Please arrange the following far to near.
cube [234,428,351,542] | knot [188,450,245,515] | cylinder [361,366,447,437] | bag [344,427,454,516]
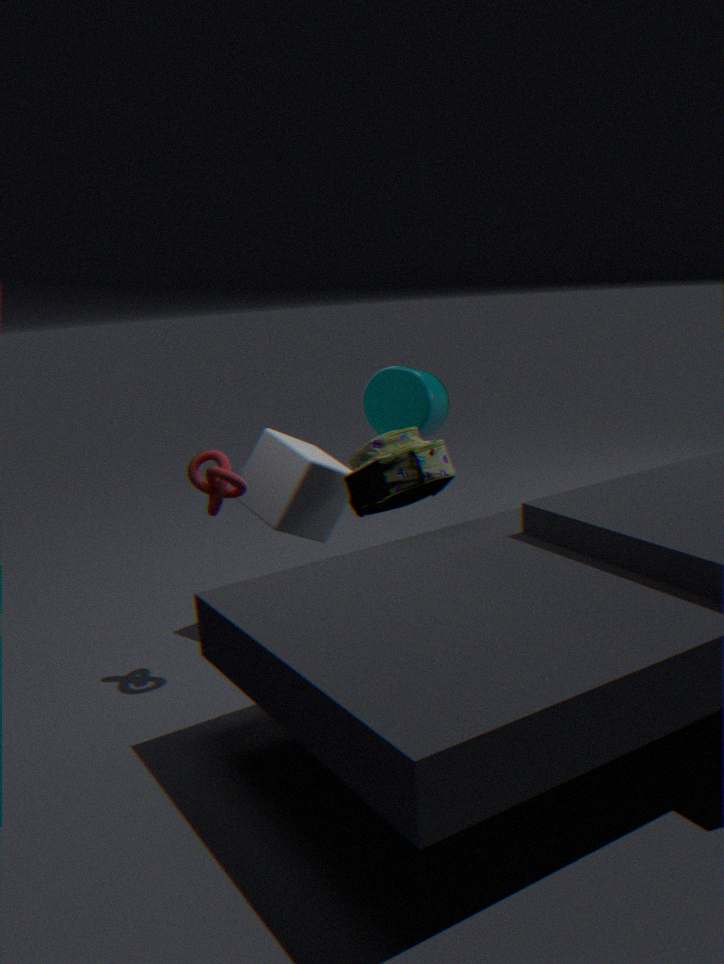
cylinder [361,366,447,437] < cube [234,428,351,542] < bag [344,427,454,516] < knot [188,450,245,515]
